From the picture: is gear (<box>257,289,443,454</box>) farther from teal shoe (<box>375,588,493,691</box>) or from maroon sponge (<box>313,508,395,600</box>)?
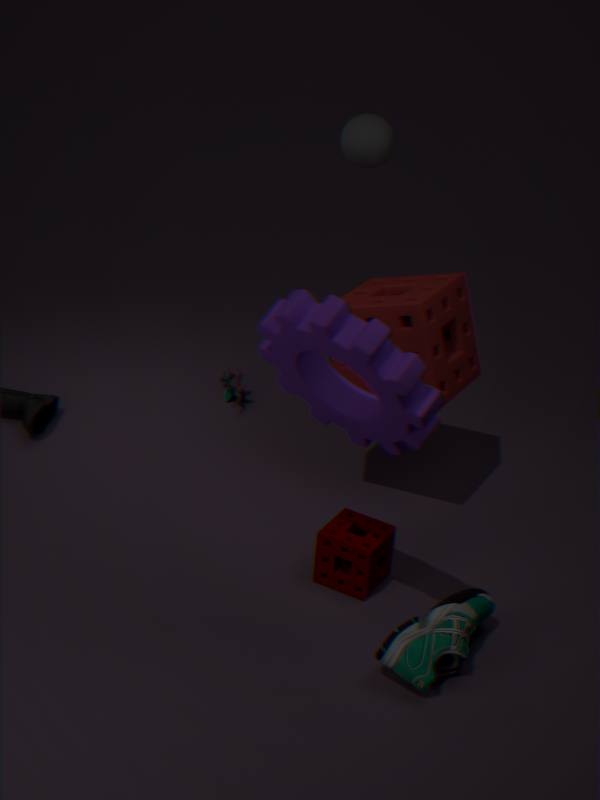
teal shoe (<box>375,588,493,691</box>)
